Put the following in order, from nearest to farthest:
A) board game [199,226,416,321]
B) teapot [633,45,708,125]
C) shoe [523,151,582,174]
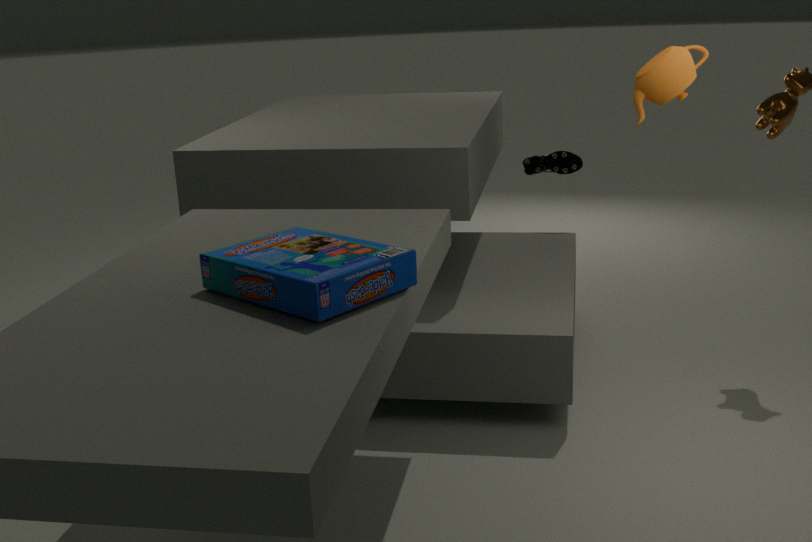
board game [199,226,416,321] < teapot [633,45,708,125] < shoe [523,151,582,174]
